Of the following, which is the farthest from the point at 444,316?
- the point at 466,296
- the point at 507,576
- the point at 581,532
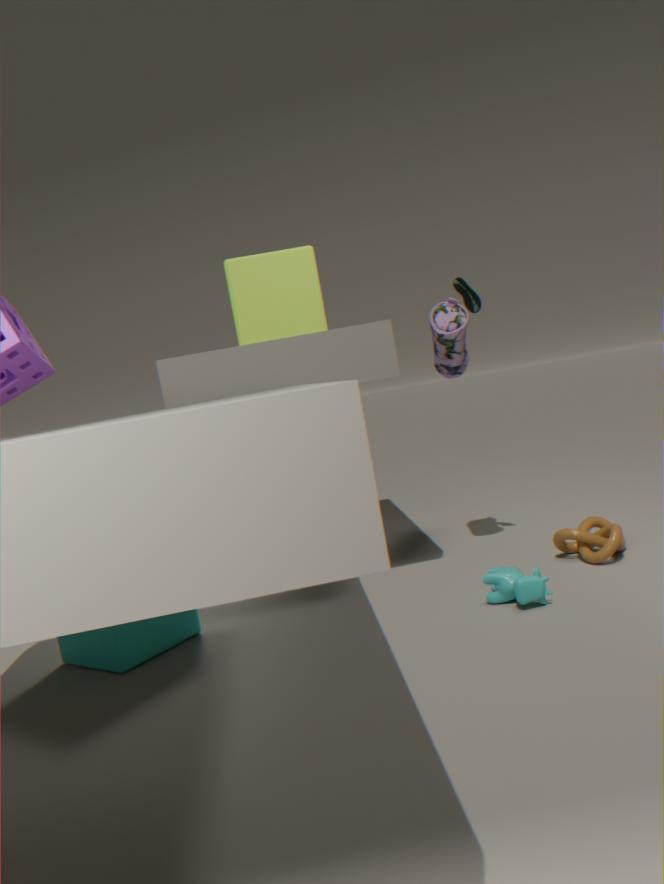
the point at 507,576
